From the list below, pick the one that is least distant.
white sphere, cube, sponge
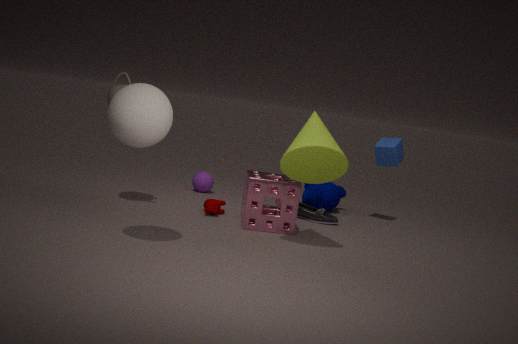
white sphere
